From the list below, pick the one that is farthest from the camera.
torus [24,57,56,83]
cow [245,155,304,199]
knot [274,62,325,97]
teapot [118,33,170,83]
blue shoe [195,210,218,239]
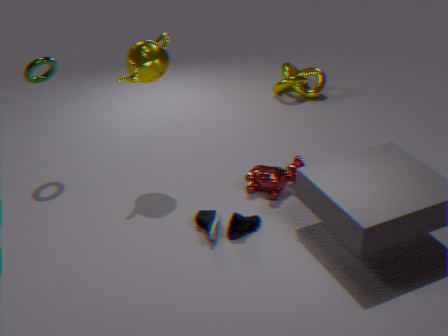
knot [274,62,325,97]
